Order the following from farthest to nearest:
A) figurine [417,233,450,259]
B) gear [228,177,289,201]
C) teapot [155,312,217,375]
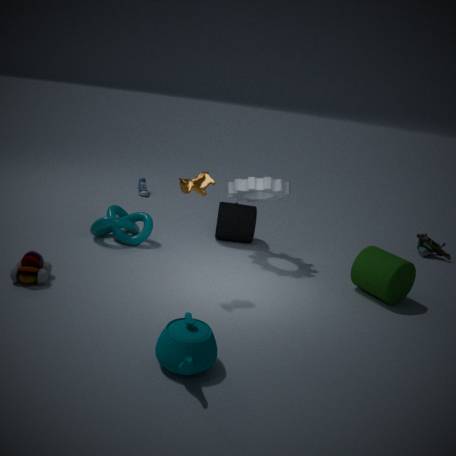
1. figurine [417,233,450,259]
2. gear [228,177,289,201]
3. teapot [155,312,217,375]
